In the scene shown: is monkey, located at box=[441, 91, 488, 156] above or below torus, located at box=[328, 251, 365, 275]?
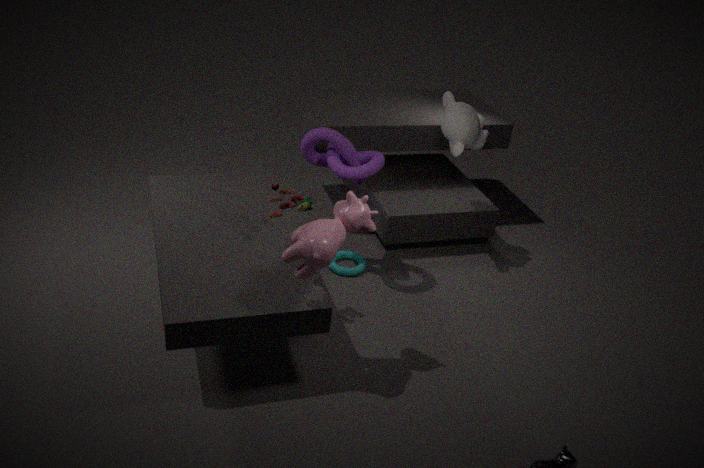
above
